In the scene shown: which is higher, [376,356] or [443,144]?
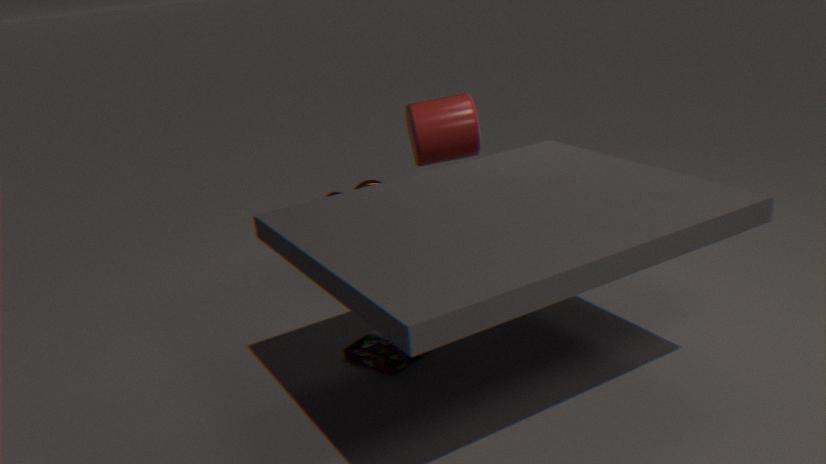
[443,144]
